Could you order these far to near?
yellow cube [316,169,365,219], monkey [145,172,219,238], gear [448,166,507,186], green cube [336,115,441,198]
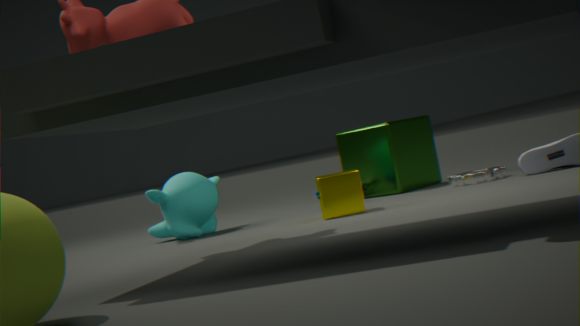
green cube [336,115,441,198]
monkey [145,172,219,238]
gear [448,166,507,186]
yellow cube [316,169,365,219]
